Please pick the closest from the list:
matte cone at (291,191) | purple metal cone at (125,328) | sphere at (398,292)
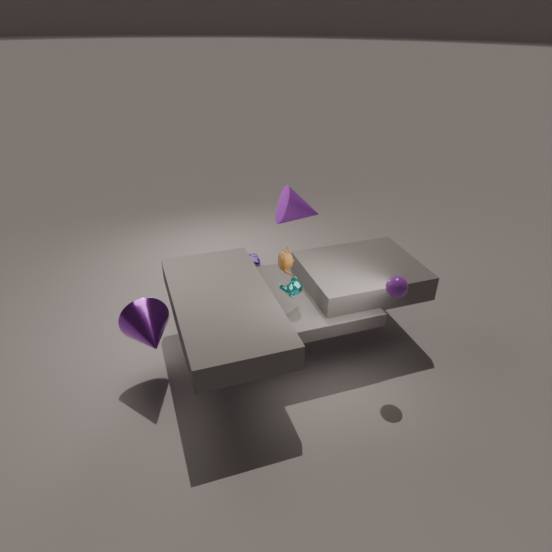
sphere at (398,292)
